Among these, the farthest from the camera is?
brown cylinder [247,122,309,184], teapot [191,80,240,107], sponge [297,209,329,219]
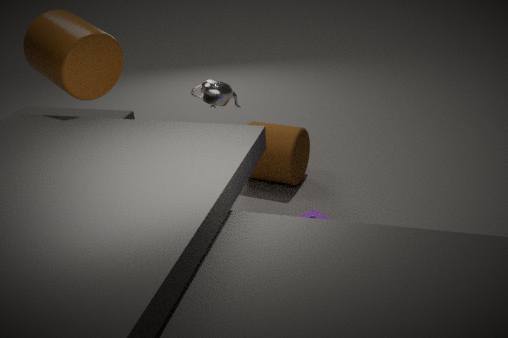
brown cylinder [247,122,309,184]
